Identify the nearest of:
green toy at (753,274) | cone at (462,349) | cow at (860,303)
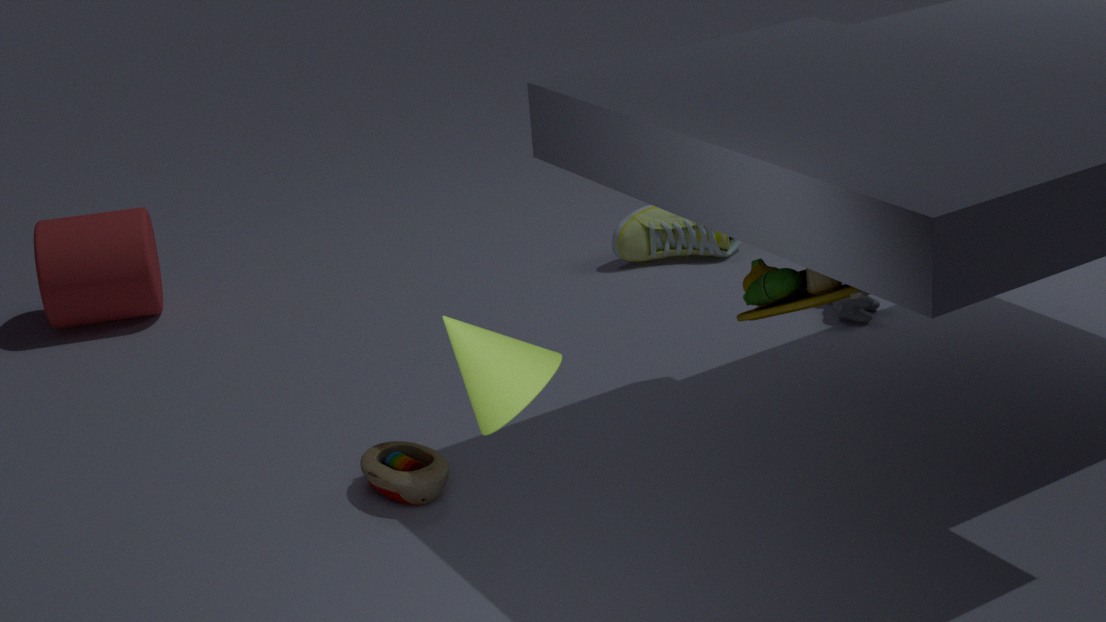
cone at (462,349)
